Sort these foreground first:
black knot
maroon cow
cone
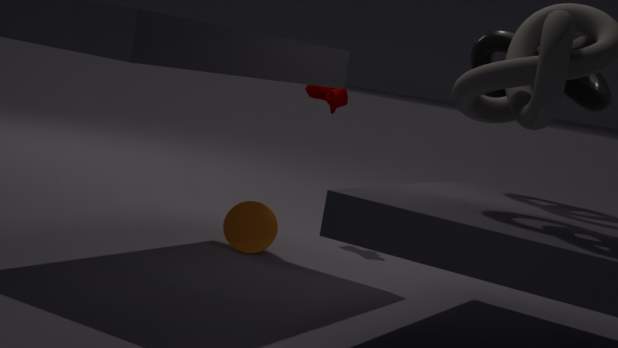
black knot < cone < maroon cow
